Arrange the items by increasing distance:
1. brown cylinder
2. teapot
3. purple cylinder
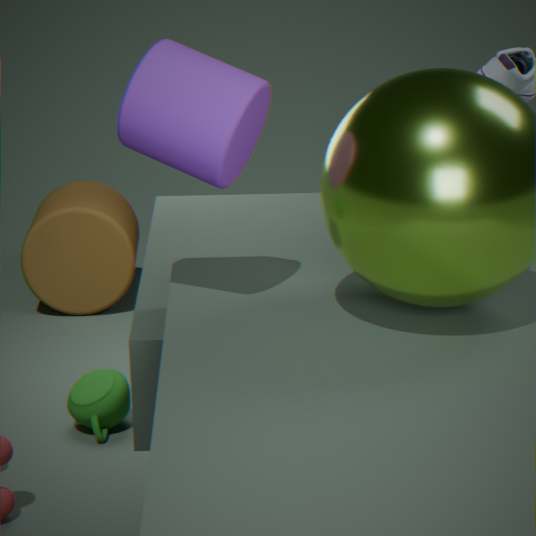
purple cylinder
teapot
brown cylinder
